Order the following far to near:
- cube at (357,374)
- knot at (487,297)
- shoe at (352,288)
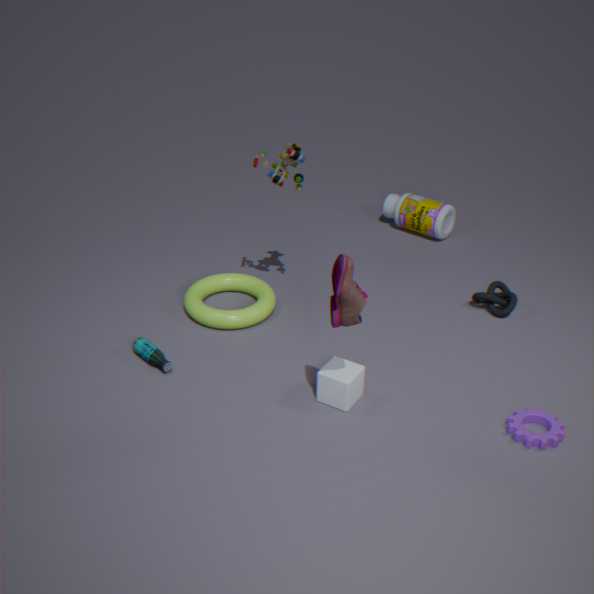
1. knot at (487,297)
2. cube at (357,374)
3. shoe at (352,288)
